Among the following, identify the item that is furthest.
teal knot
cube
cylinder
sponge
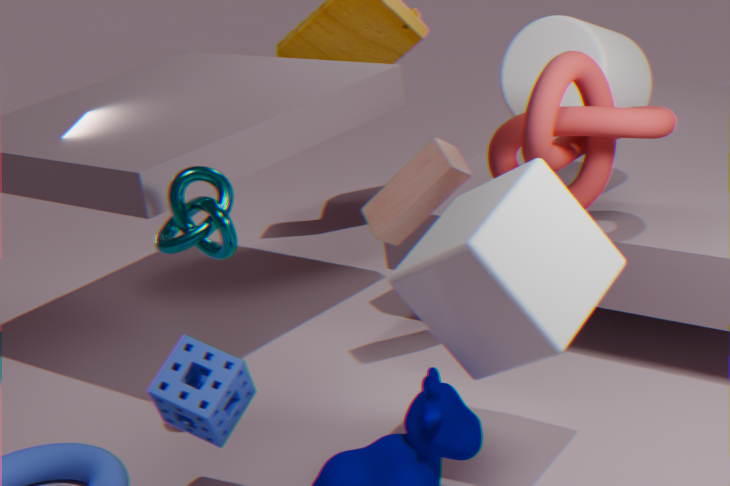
cylinder
